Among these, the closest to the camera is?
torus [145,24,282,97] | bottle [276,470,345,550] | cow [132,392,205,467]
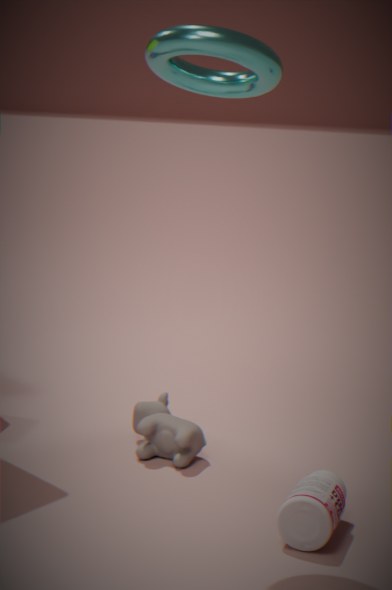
torus [145,24,282,97]
